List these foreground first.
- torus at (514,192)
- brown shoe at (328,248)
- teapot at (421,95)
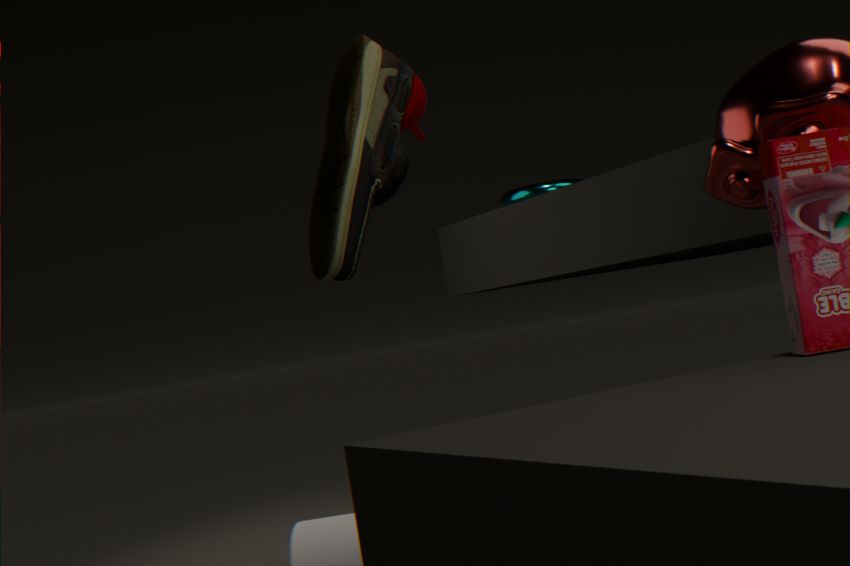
brown shoe at (328,248)
teapot at (421,95)
torus at (514,192)
